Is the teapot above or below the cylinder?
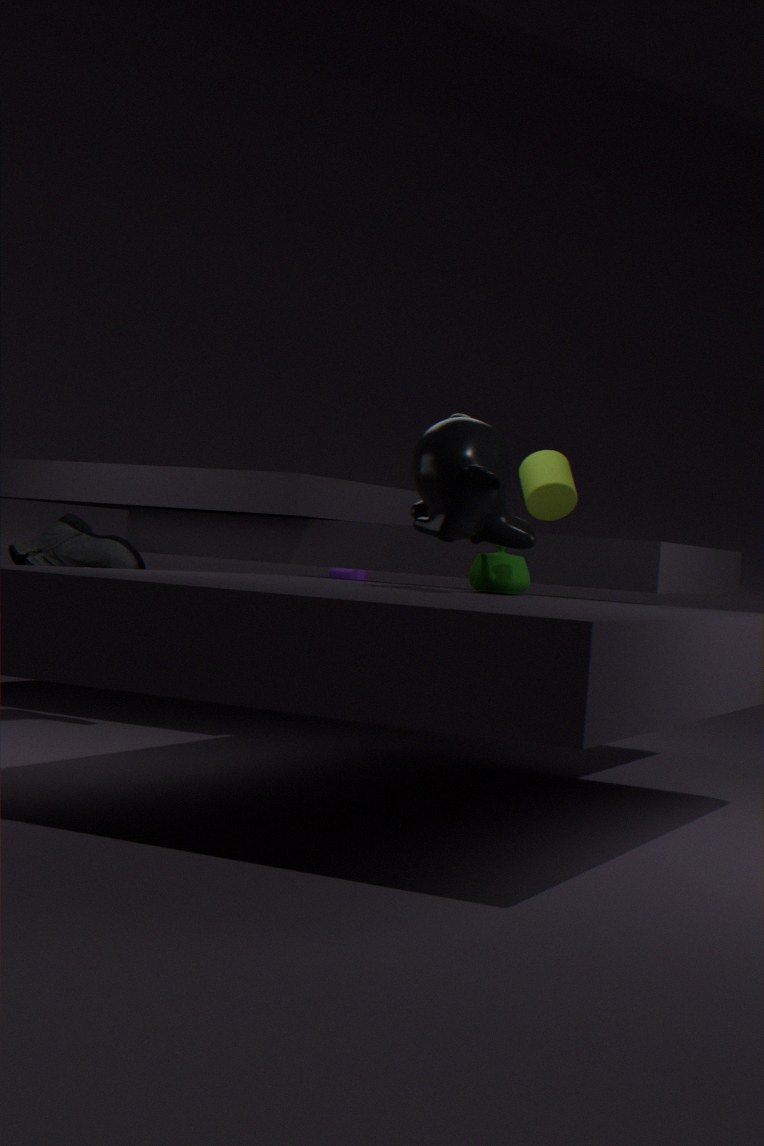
below
